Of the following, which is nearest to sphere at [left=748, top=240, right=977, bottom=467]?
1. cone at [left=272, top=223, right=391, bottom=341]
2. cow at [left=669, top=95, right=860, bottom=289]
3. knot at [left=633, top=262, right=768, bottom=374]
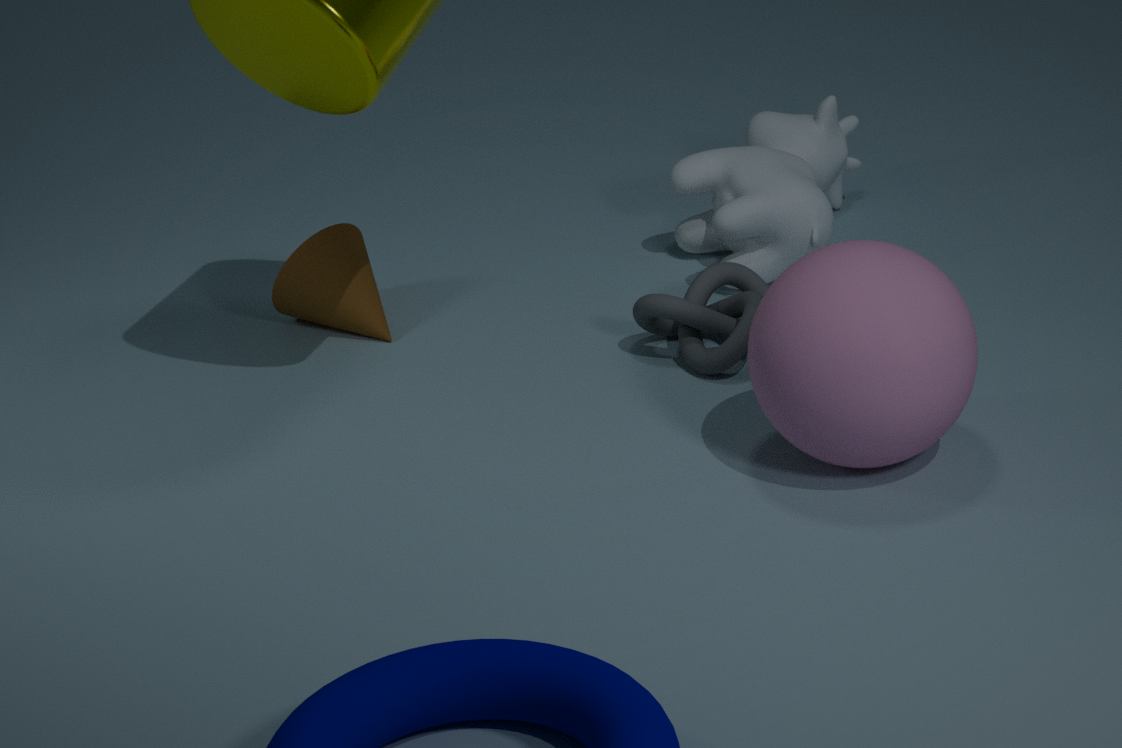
knot at [left=633, top=262, right=768, bottom=374]
